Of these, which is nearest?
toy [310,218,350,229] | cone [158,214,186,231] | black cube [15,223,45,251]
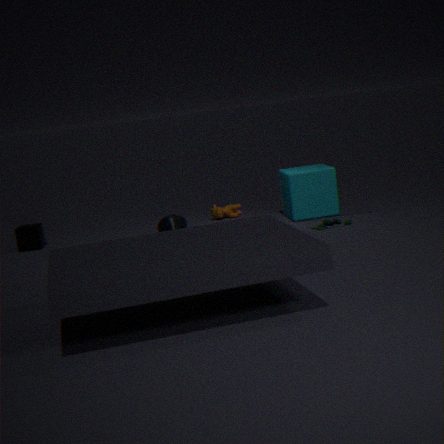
toy [310,218,350,229]
